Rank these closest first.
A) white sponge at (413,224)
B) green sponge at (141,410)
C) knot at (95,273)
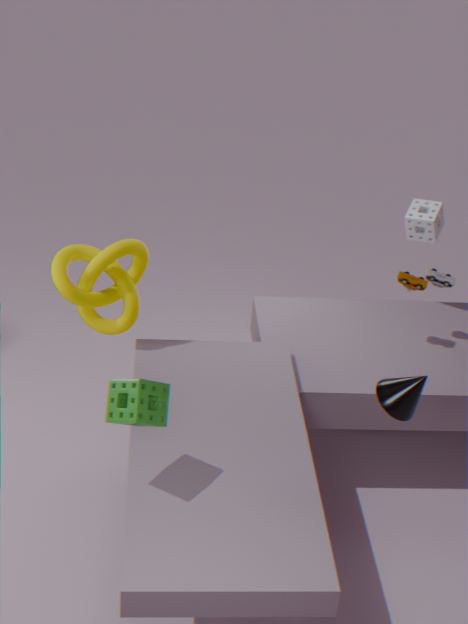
B, C, A
